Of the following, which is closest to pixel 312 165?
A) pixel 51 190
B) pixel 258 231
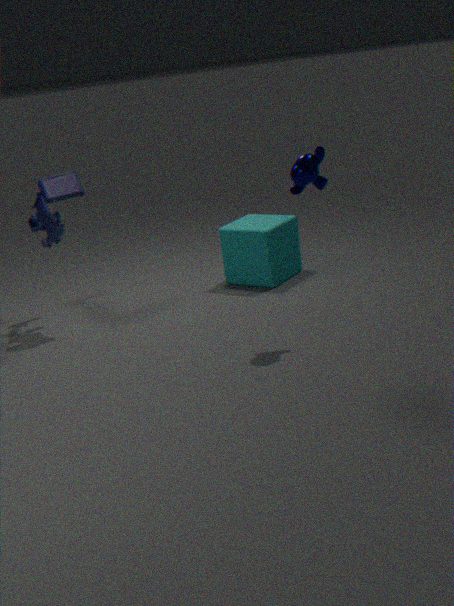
pixel 258 231
